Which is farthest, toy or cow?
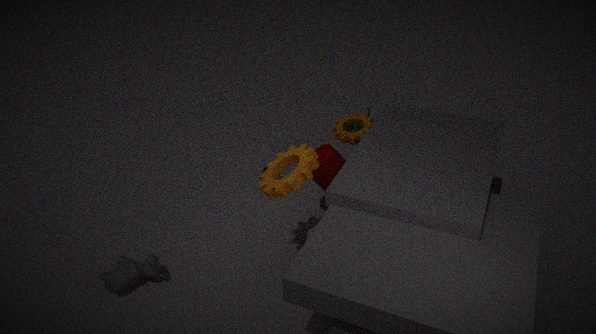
toy
